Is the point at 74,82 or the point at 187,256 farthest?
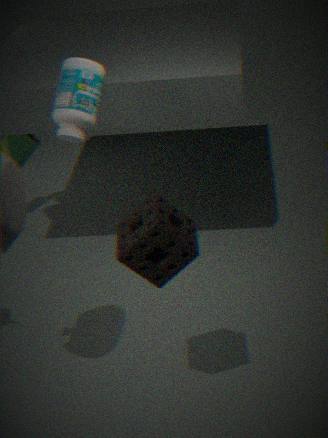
the point at 74,82
